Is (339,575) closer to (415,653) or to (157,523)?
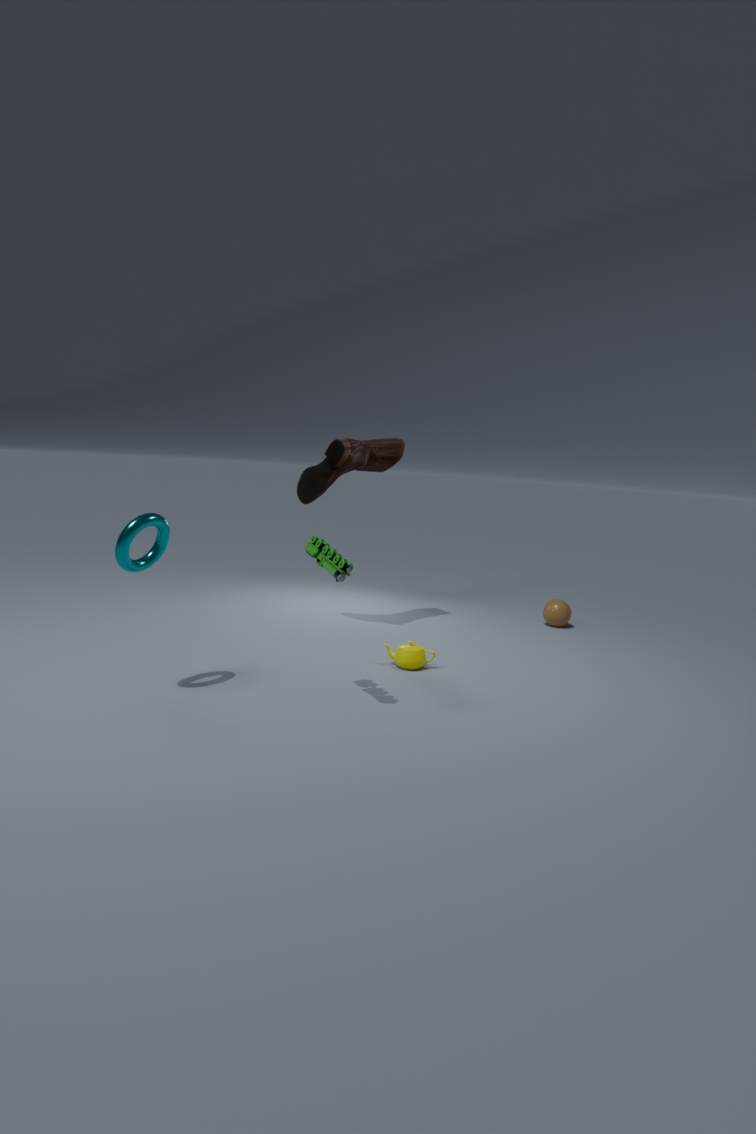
(157,523)
